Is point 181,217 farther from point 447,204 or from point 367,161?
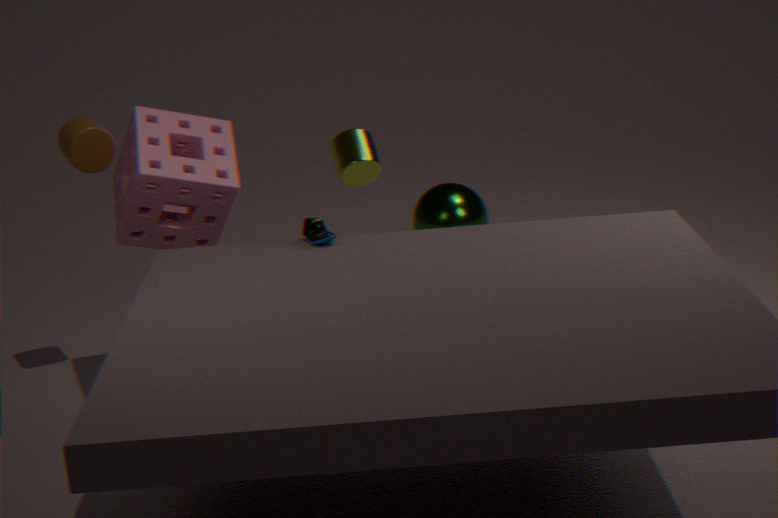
point 447,204
